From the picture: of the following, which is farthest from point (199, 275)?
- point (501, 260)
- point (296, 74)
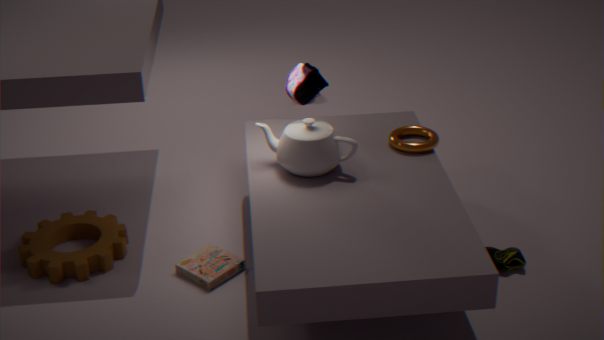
point (501, 260)
